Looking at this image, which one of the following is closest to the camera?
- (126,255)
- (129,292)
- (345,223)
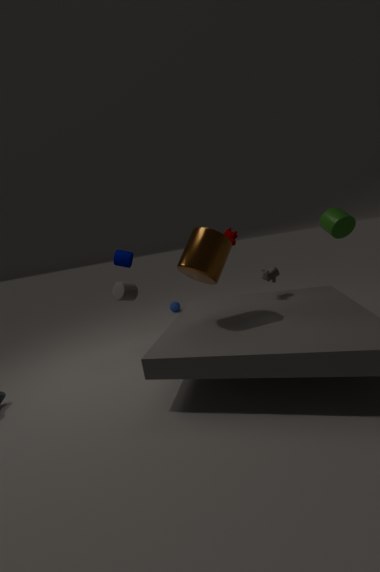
(345,223)
